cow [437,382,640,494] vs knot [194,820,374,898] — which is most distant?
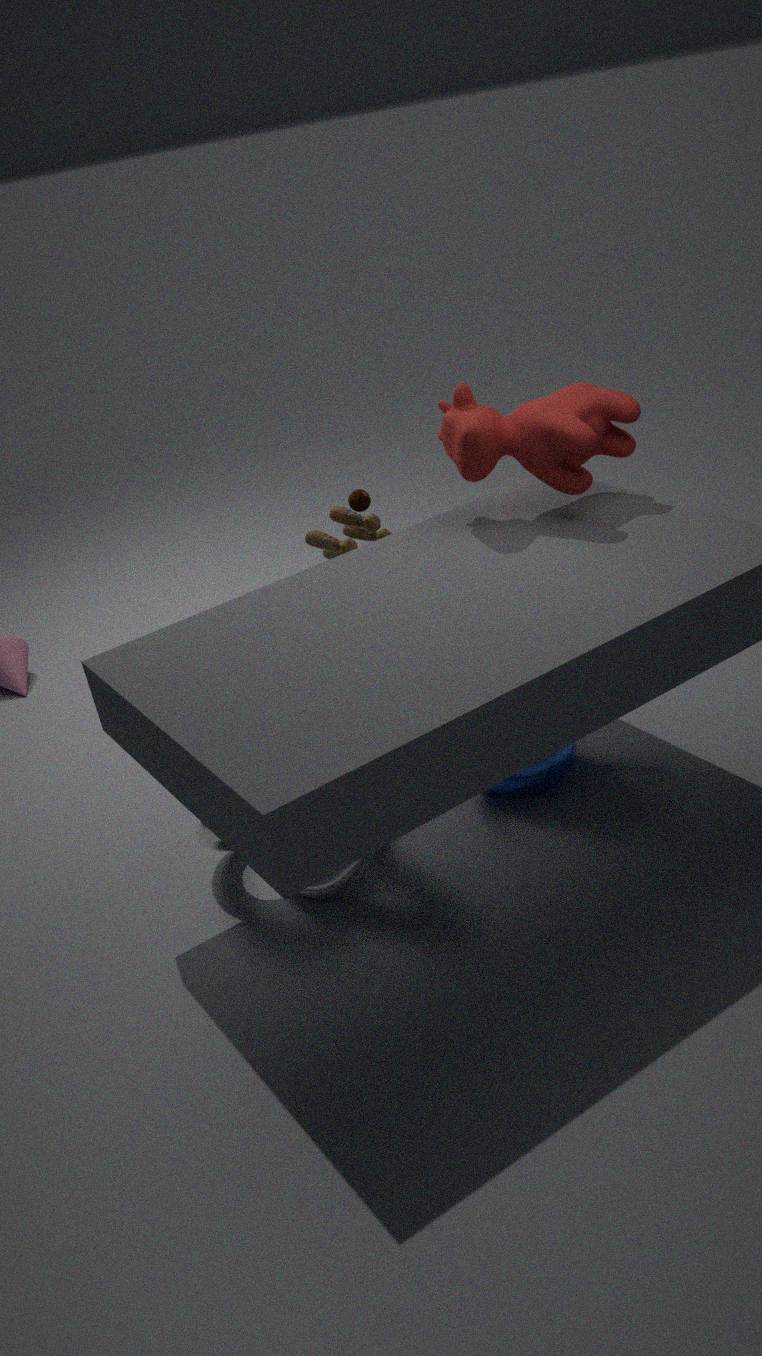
cow [437,382,640,494]
